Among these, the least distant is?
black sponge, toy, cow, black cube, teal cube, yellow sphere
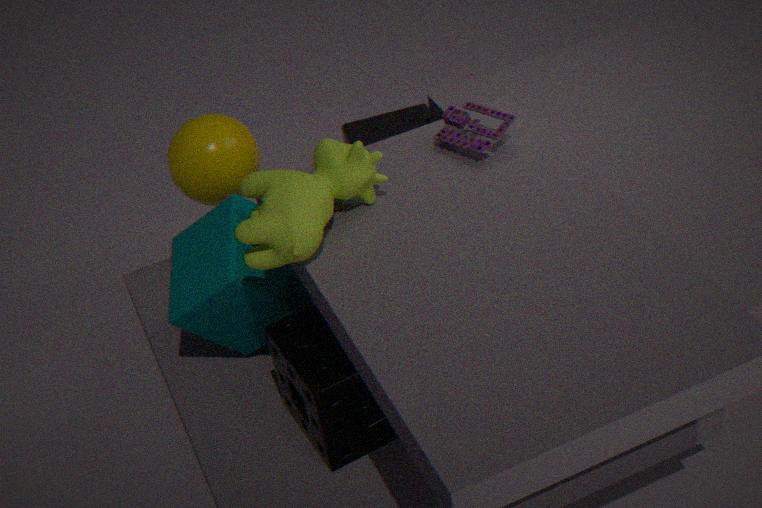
cow
